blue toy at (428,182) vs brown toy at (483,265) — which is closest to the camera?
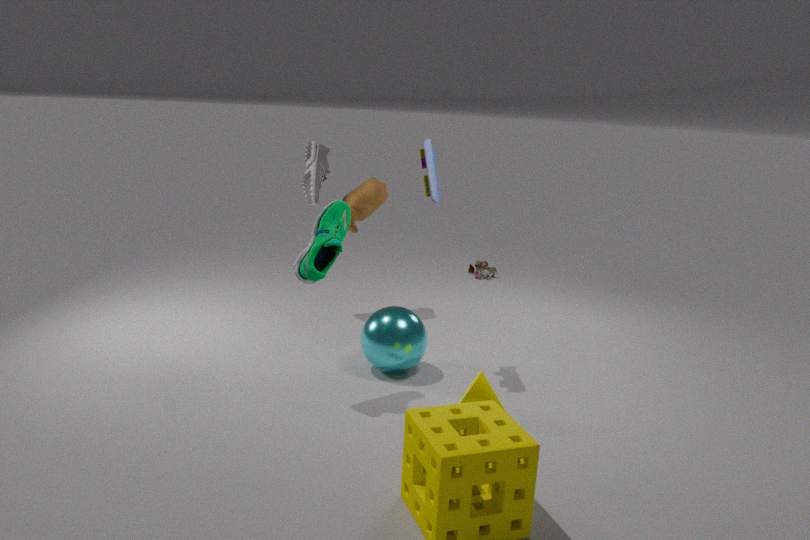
blue toy at (428,182)
